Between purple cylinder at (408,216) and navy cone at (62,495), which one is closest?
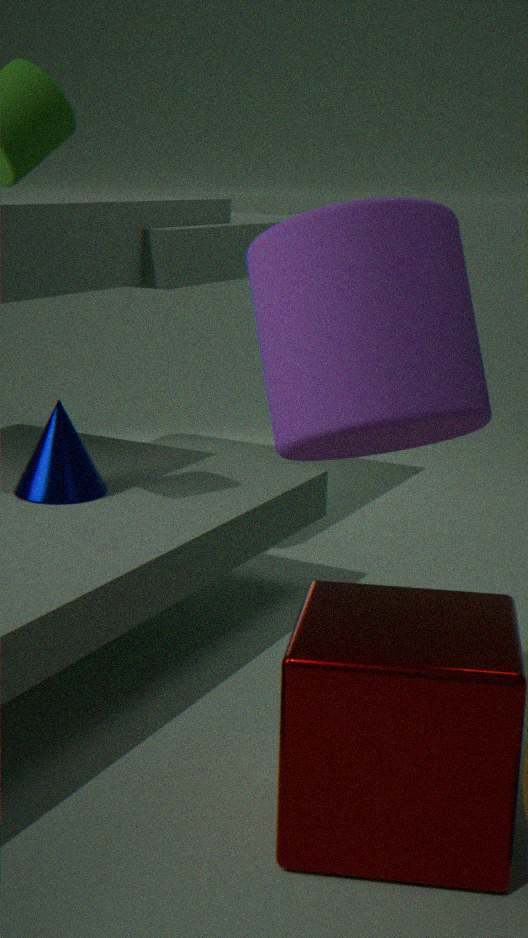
purple cylinder at (408,216)
